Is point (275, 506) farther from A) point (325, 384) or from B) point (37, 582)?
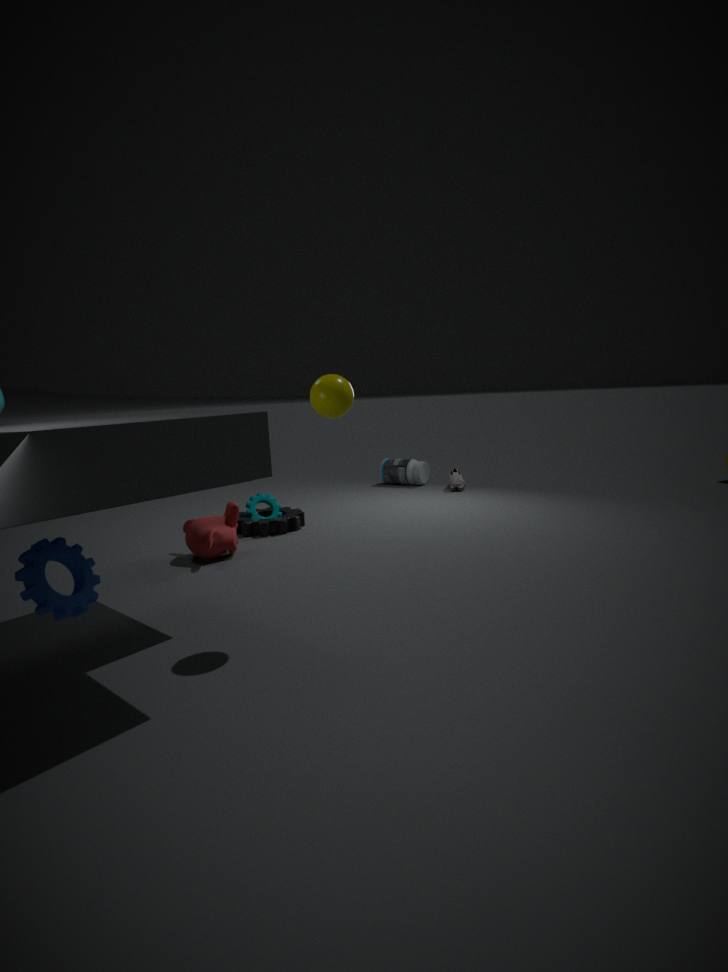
B) point (37, 582)
